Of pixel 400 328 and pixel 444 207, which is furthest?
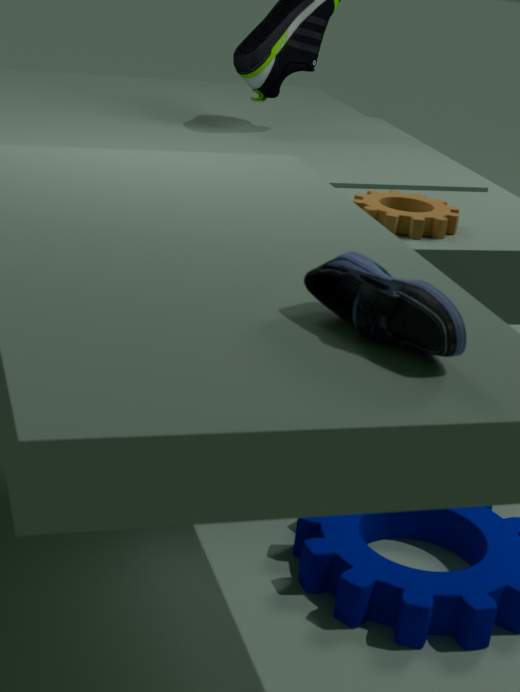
pixel 444 207
